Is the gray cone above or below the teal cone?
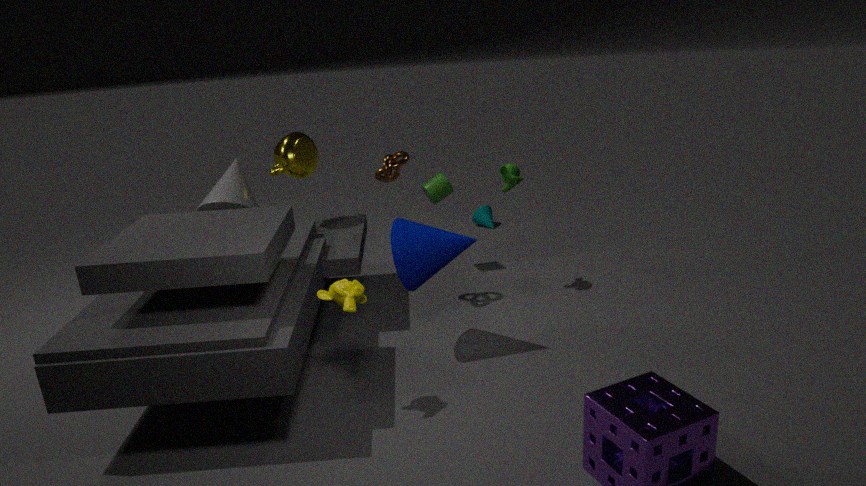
above
